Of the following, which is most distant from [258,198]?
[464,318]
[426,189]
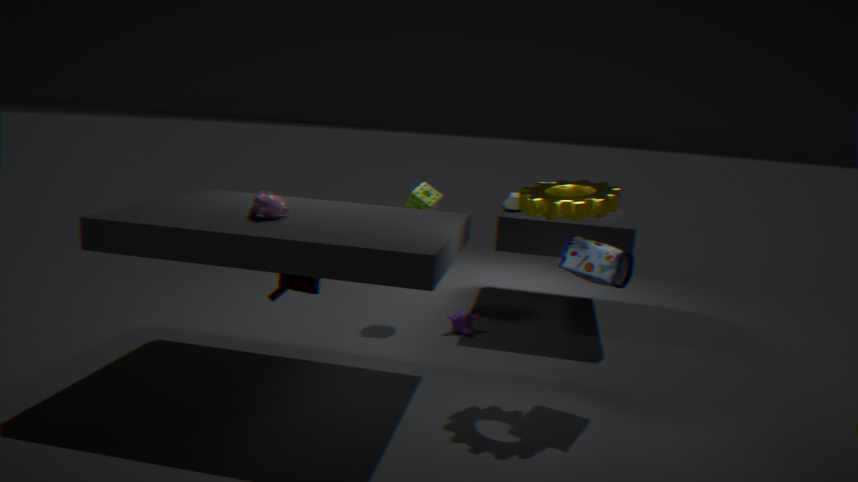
[464,318]
